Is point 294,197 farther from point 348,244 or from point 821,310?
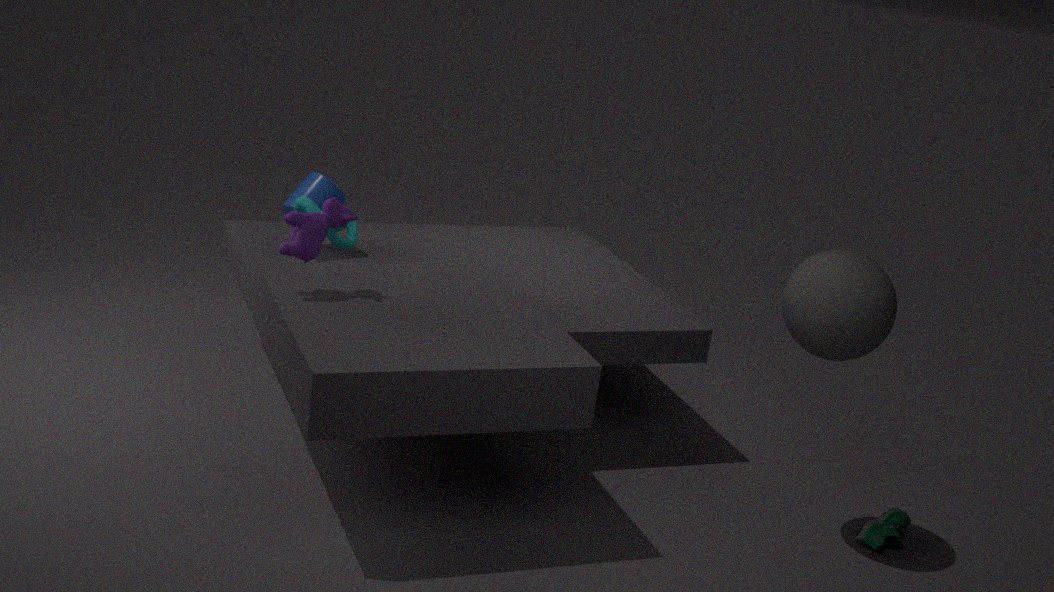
point 821,310
